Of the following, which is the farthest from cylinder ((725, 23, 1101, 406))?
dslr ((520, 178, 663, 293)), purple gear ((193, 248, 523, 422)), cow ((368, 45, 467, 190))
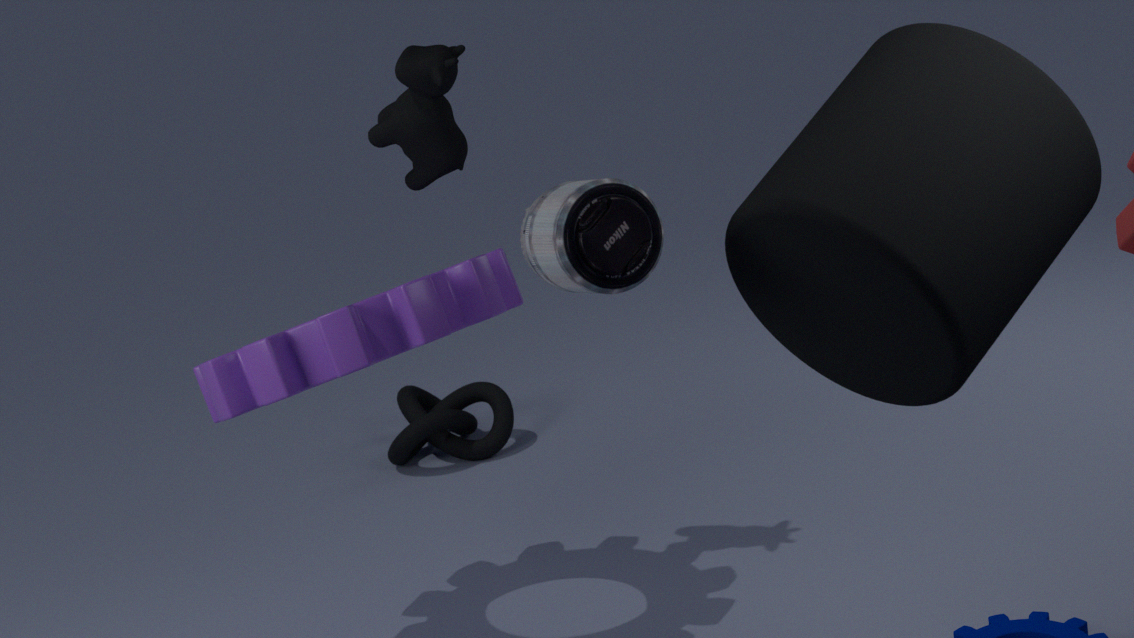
cow ((368, 45, 467, 190))
